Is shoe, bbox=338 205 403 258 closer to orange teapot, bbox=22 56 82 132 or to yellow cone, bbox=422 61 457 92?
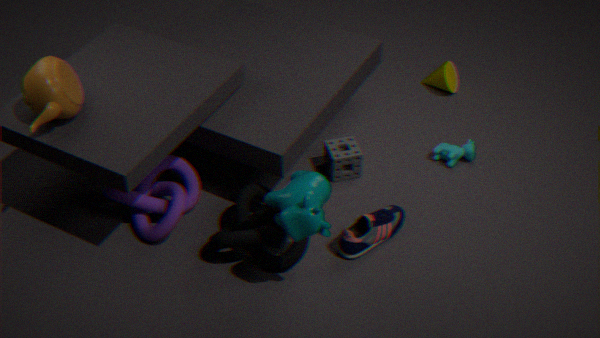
yellow cone, bbox=422 61 457 92
